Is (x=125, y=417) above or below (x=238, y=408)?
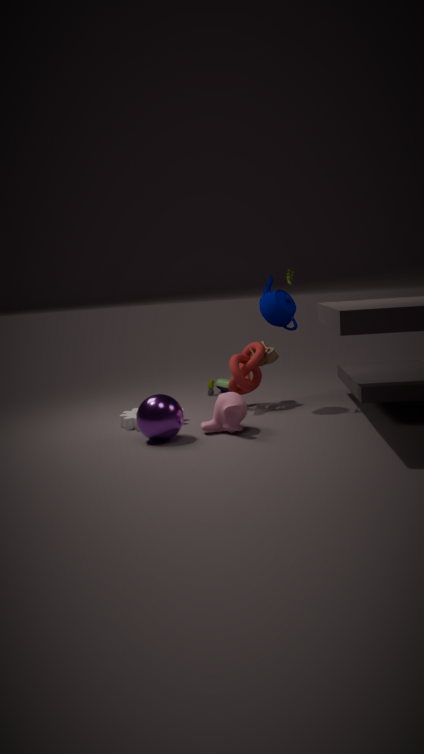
below
